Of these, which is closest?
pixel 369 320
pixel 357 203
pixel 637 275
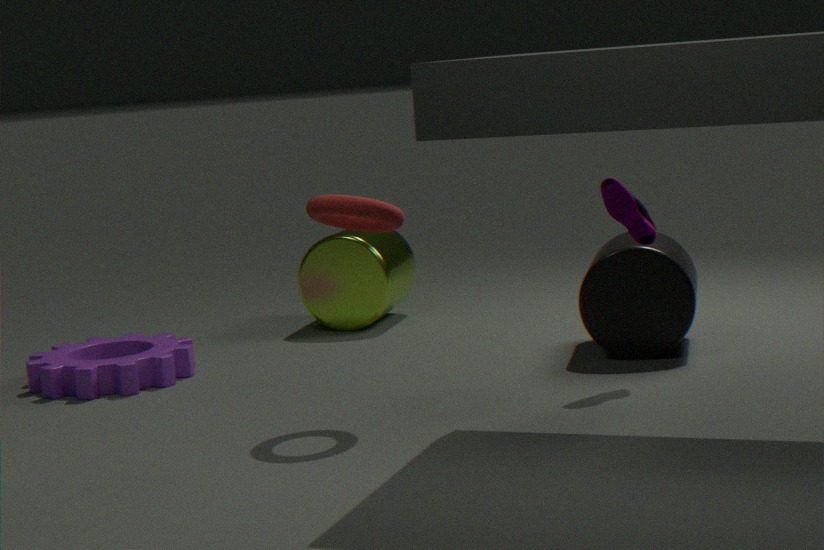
pixel 357 203
